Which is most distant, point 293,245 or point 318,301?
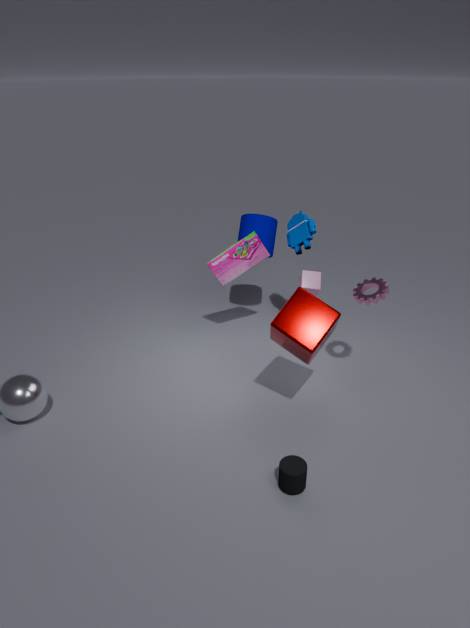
point 293,245
